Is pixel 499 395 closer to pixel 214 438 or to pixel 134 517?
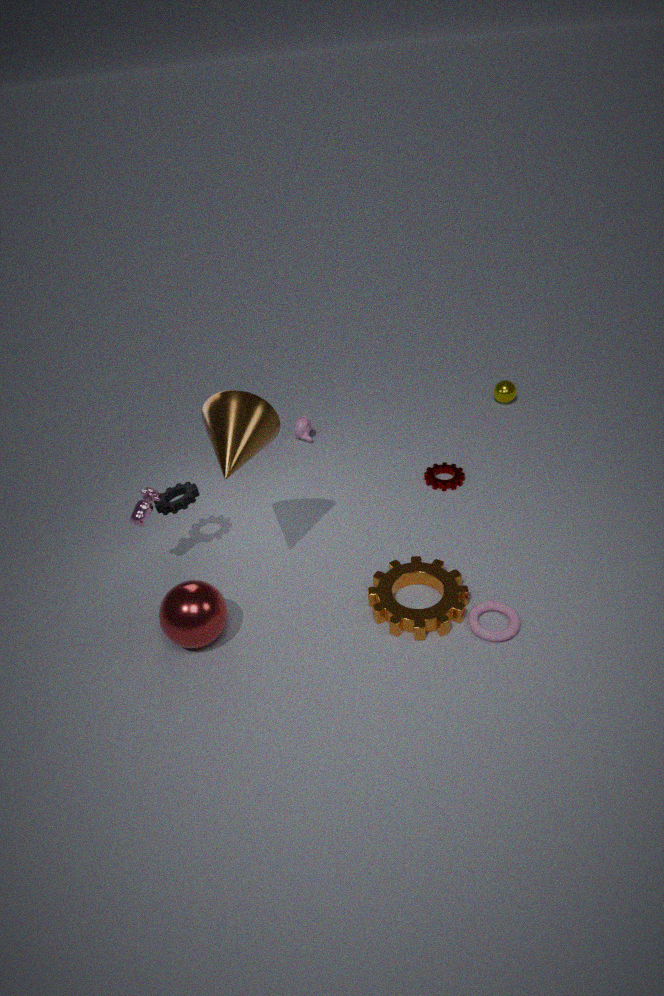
pixel 214 438
